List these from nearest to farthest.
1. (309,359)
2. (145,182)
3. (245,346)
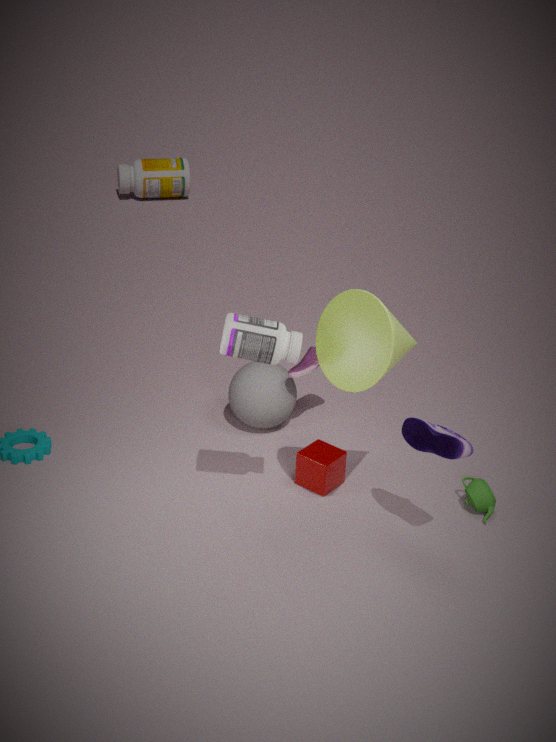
(245,346), (309,359), (145,182)
